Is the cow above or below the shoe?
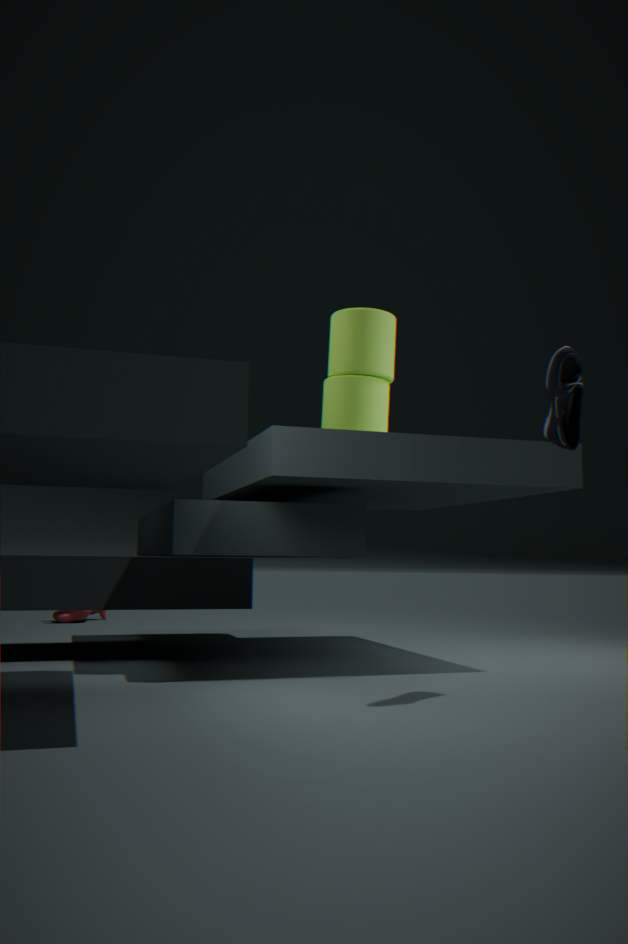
below
